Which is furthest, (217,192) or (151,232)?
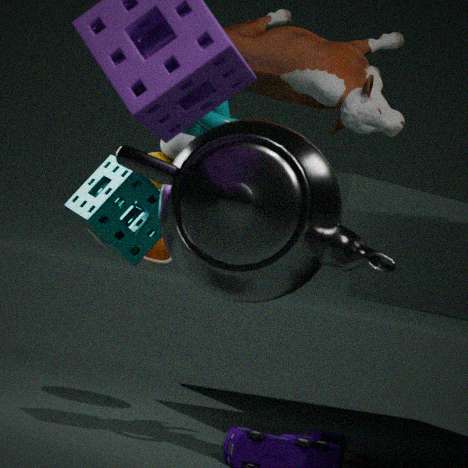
(151,232)
